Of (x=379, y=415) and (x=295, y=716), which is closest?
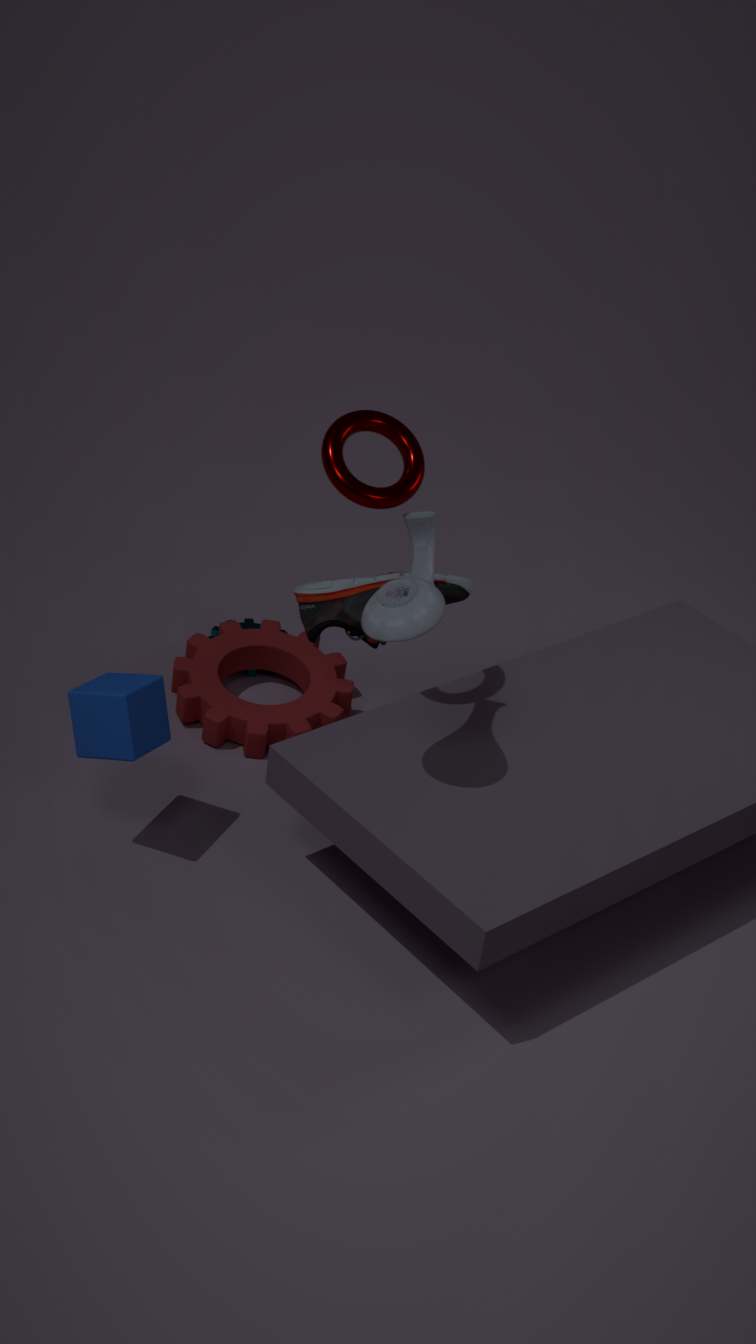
(x=379, y=415)
